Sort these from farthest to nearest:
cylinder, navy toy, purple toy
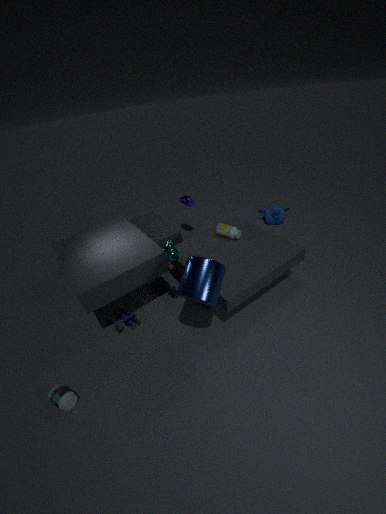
purple toy → navy toy → cylinder
